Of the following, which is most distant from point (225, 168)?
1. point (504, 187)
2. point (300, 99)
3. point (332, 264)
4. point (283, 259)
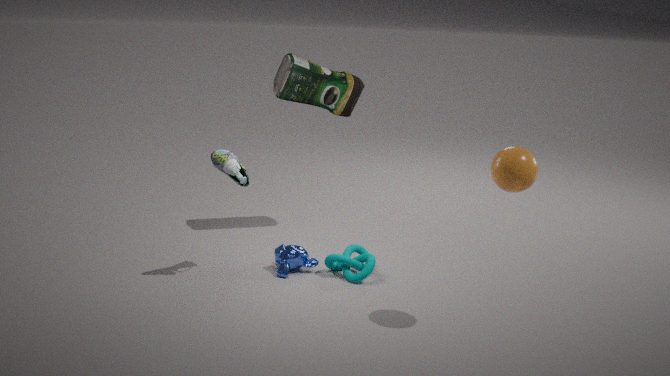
point (504, 187)
